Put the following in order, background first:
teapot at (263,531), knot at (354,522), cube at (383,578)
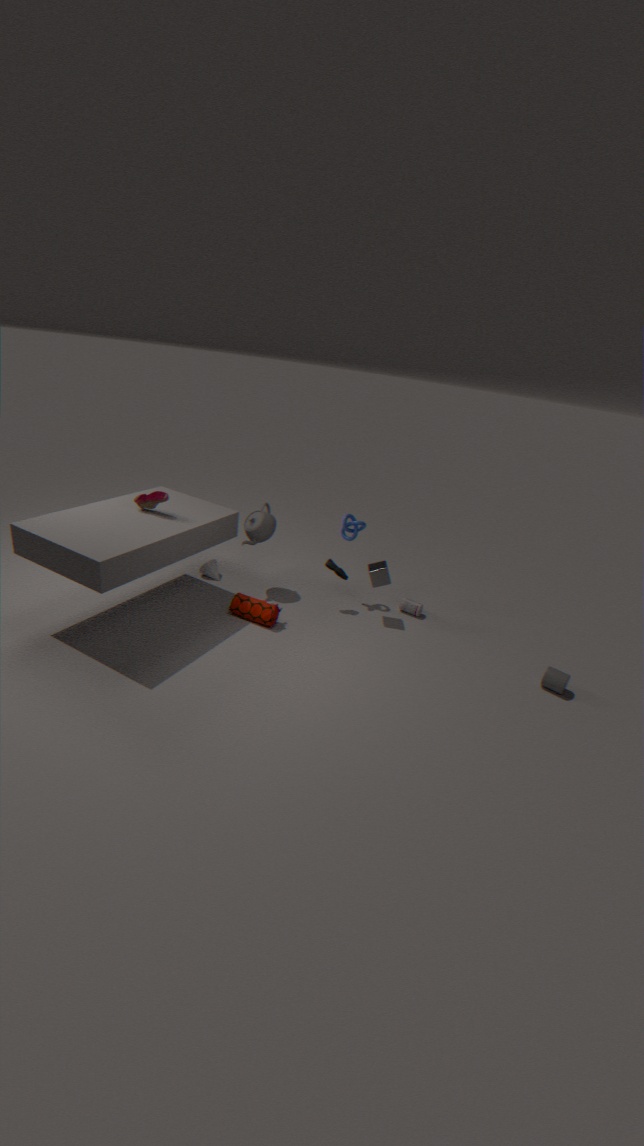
knot at (354,522) → teapot at (263,531) → cube at (383,578)
